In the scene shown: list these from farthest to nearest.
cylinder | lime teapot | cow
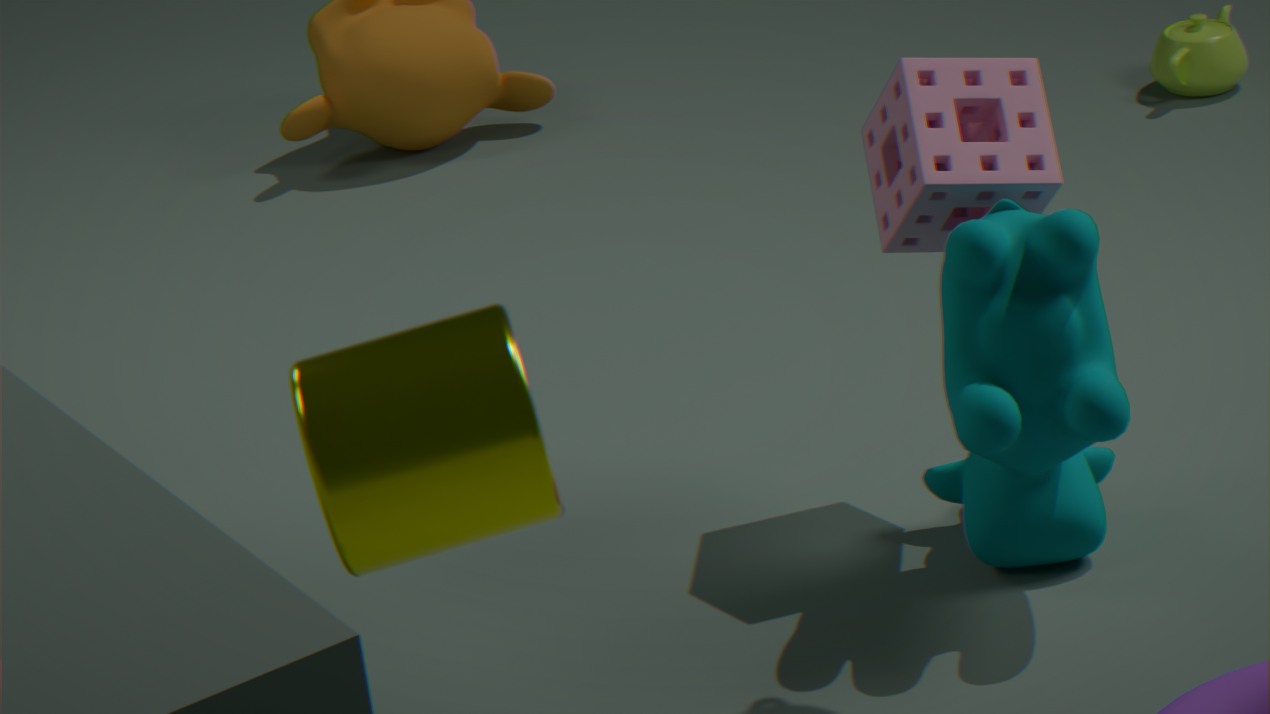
lime teapot, cow, cylinder
